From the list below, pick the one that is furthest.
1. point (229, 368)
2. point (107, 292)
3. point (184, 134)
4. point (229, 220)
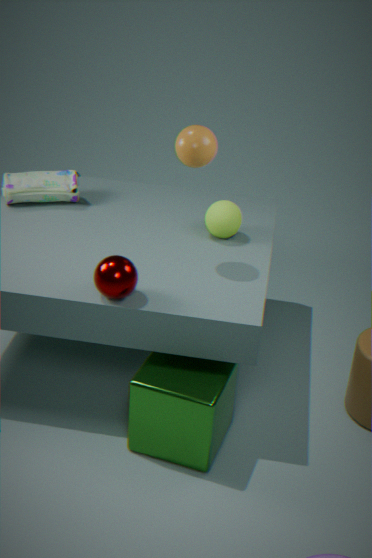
point (229, 220)
